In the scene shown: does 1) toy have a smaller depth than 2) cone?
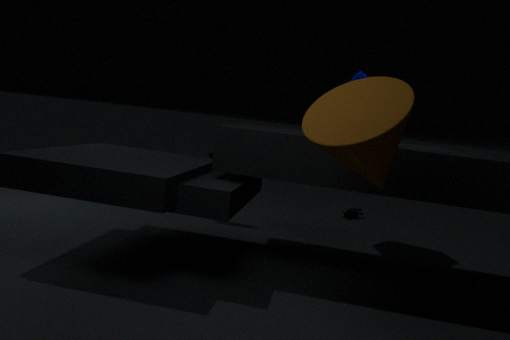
No
